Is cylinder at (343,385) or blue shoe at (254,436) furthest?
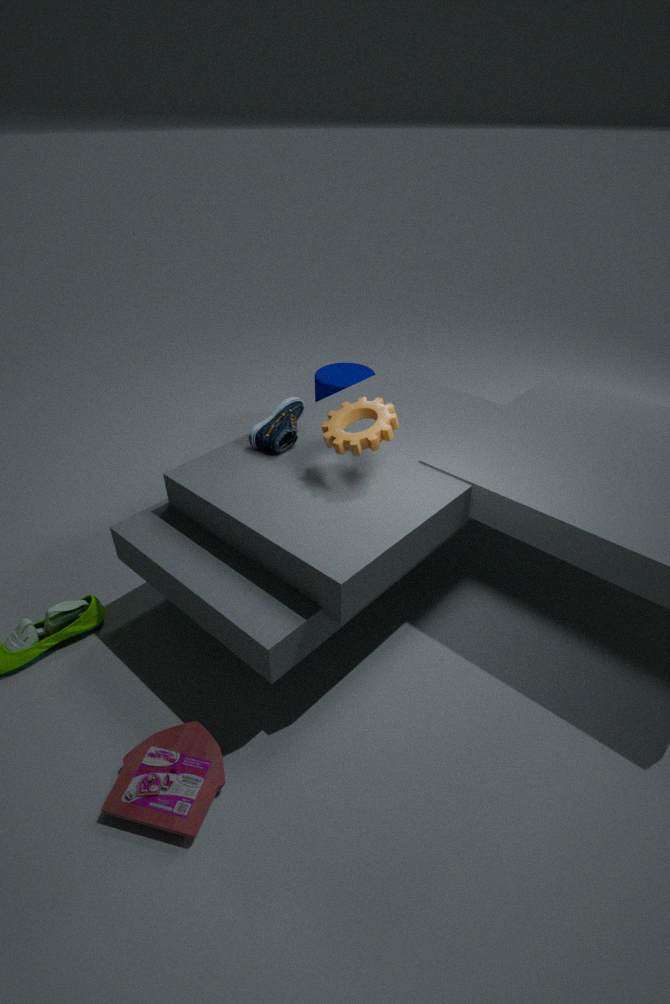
cylinder at (343,385)
